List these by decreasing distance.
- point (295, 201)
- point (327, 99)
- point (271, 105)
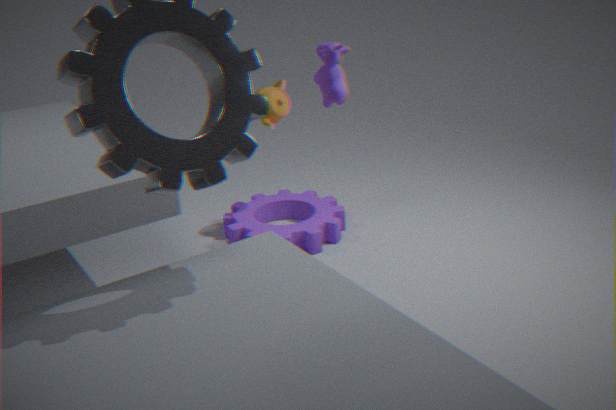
point (295, 201) < point (271, 105) < point (327, 99)
